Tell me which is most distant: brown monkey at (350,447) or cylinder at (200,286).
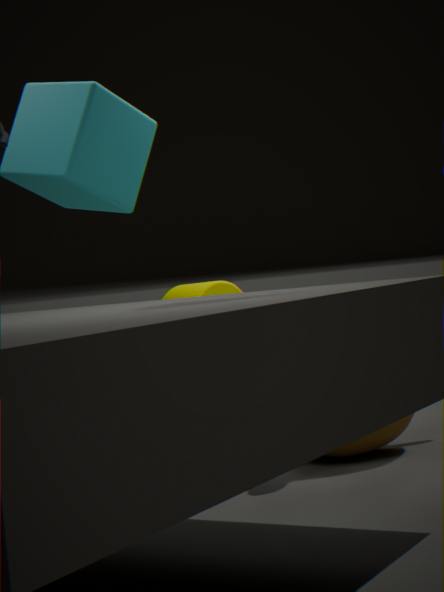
cylinder at (200,286)
